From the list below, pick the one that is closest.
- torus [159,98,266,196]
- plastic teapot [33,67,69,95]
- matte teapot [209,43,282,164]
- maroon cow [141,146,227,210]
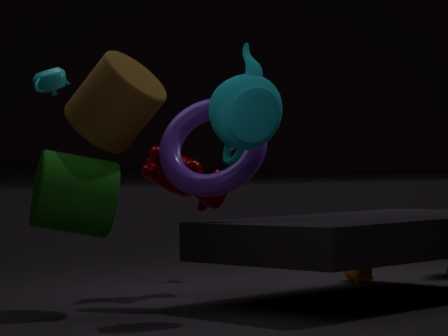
matte teapot [209,43,282,164]
